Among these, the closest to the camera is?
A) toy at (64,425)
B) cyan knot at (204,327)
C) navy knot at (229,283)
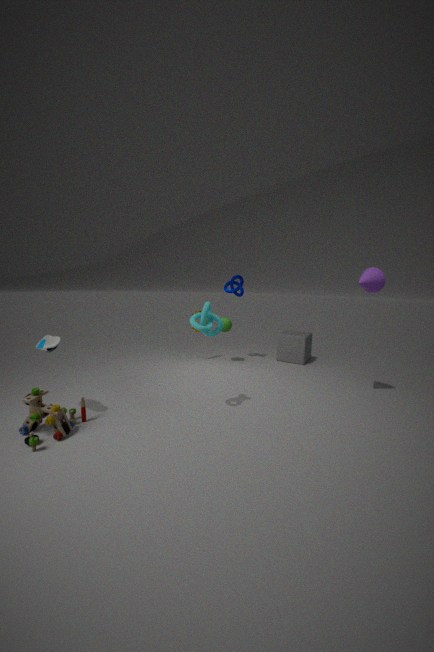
toy at (64,425)
